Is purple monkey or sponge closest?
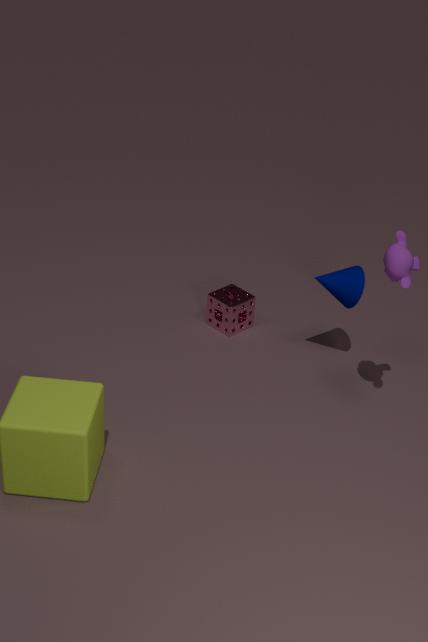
purple monkey
